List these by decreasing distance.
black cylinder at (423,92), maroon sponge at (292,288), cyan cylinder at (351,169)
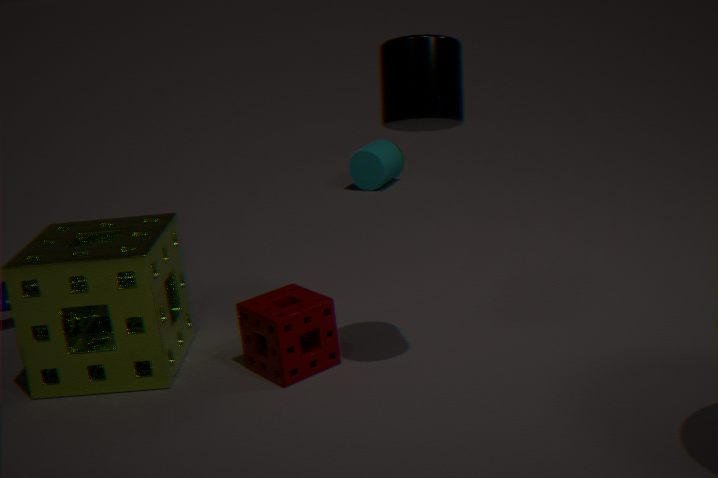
cyan cylinder at (351,169)
maroon sponge at (292,288)
black cylinder at (423,92)
